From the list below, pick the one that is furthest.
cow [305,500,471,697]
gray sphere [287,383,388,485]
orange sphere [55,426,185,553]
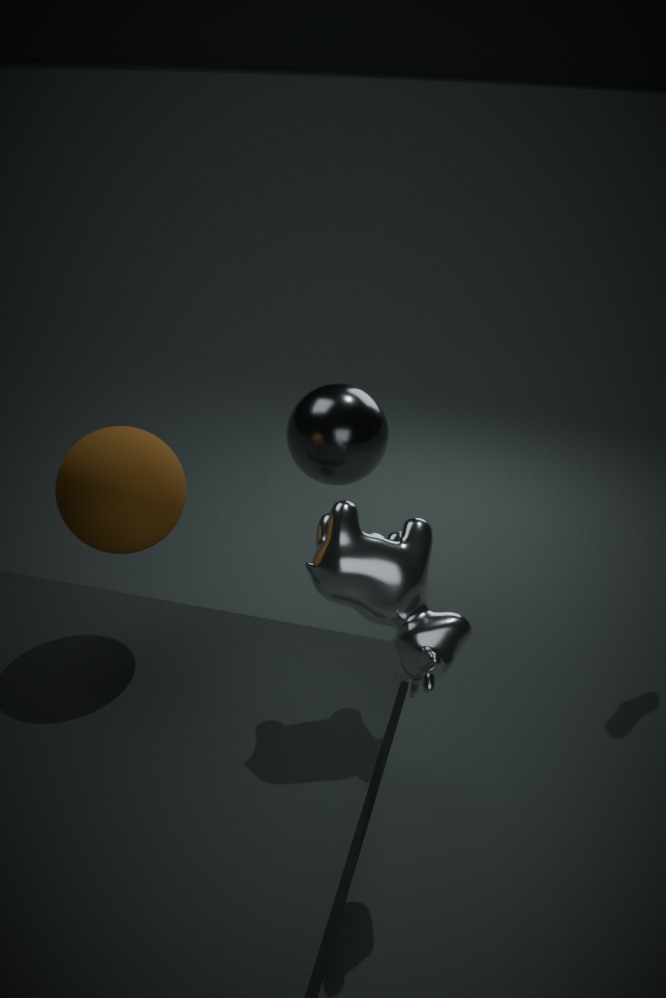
gray sphere [287,383,388,485]
